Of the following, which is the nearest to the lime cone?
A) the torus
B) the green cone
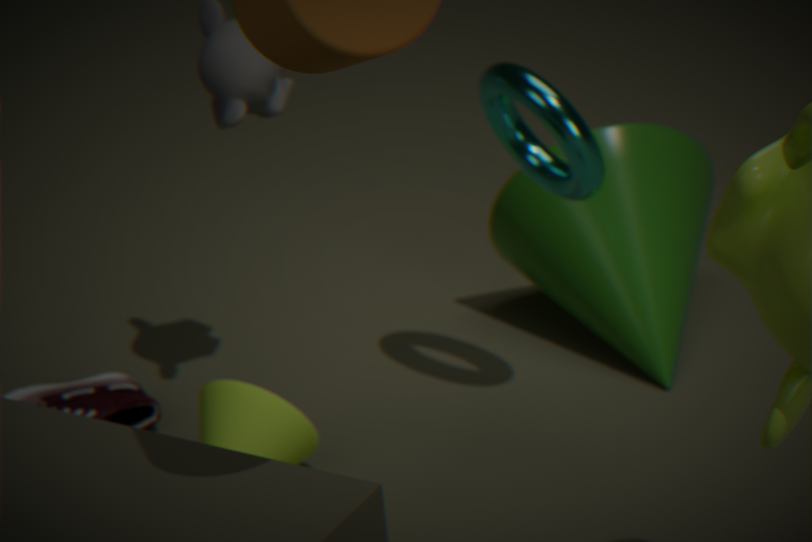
the torus
